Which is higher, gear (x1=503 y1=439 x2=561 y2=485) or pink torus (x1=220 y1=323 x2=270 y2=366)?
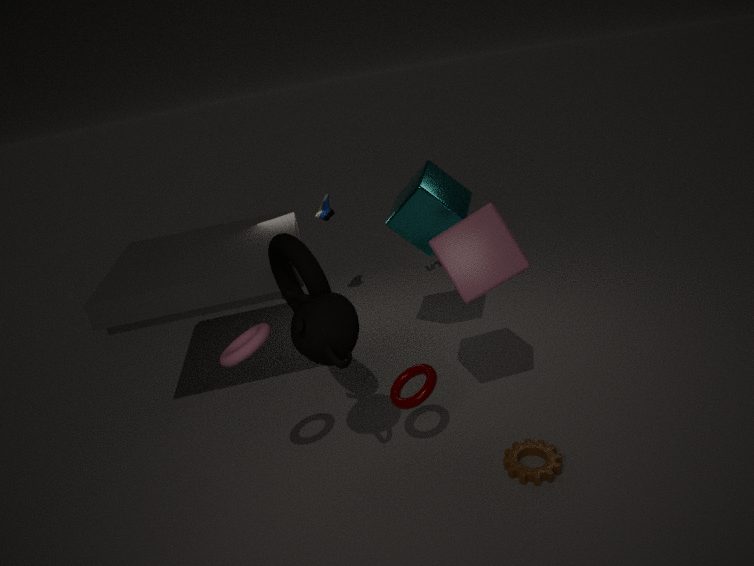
pink torus (x1=220 y1=323 x2=270 y2=366)
